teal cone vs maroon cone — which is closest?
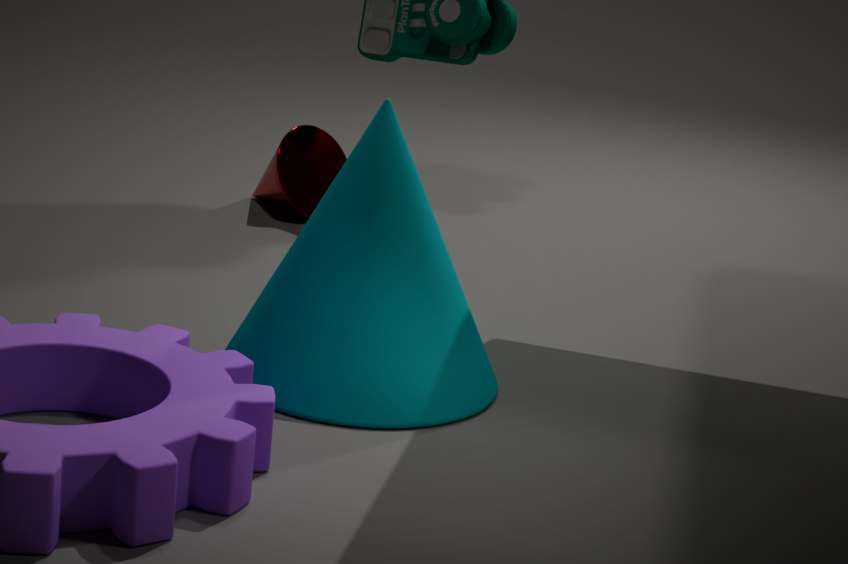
teal cone
